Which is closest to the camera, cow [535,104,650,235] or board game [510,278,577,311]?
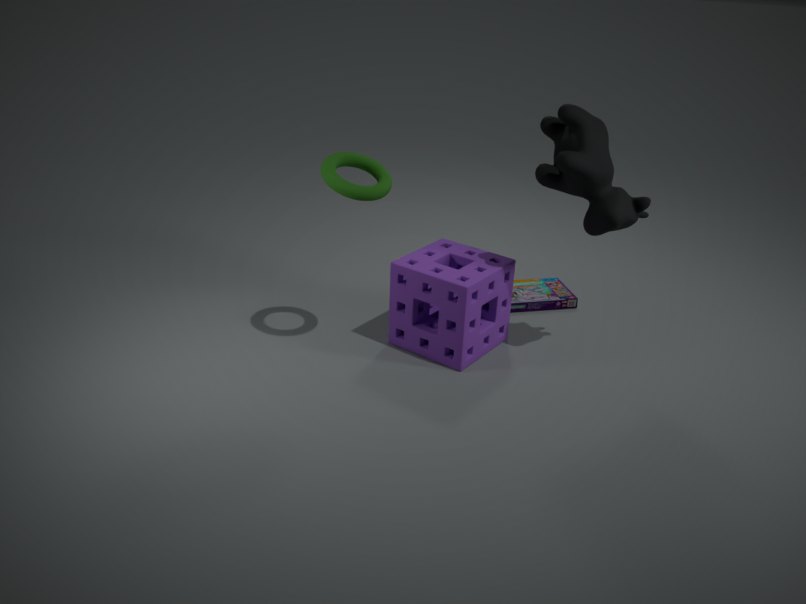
cow [535,104,650,235]
